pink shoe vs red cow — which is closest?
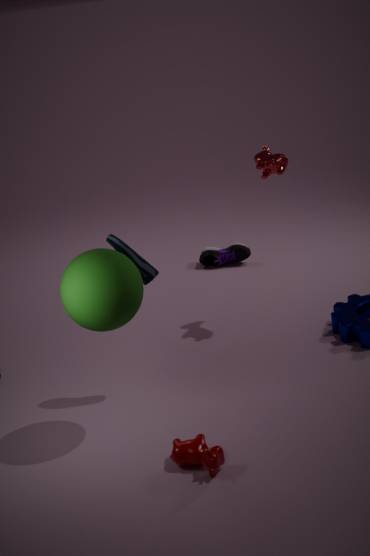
red cow
